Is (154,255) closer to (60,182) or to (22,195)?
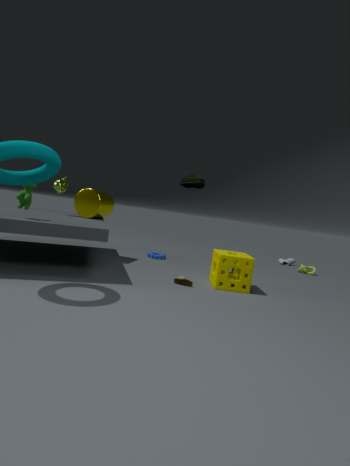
(60,182)
